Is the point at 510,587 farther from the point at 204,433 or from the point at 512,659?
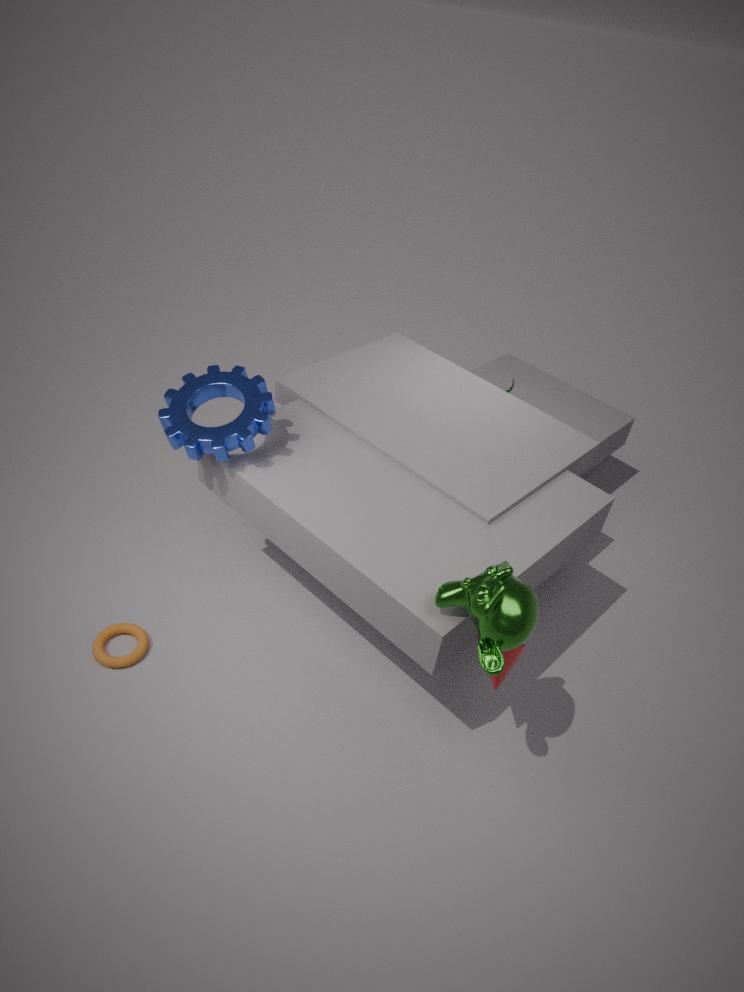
the point at 204,433
